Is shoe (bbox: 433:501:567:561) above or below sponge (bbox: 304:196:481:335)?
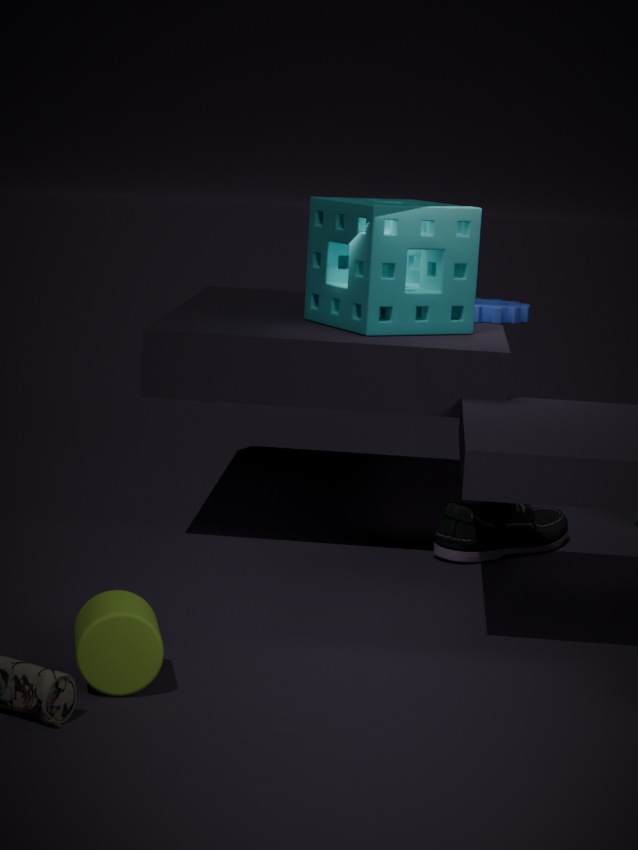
below
